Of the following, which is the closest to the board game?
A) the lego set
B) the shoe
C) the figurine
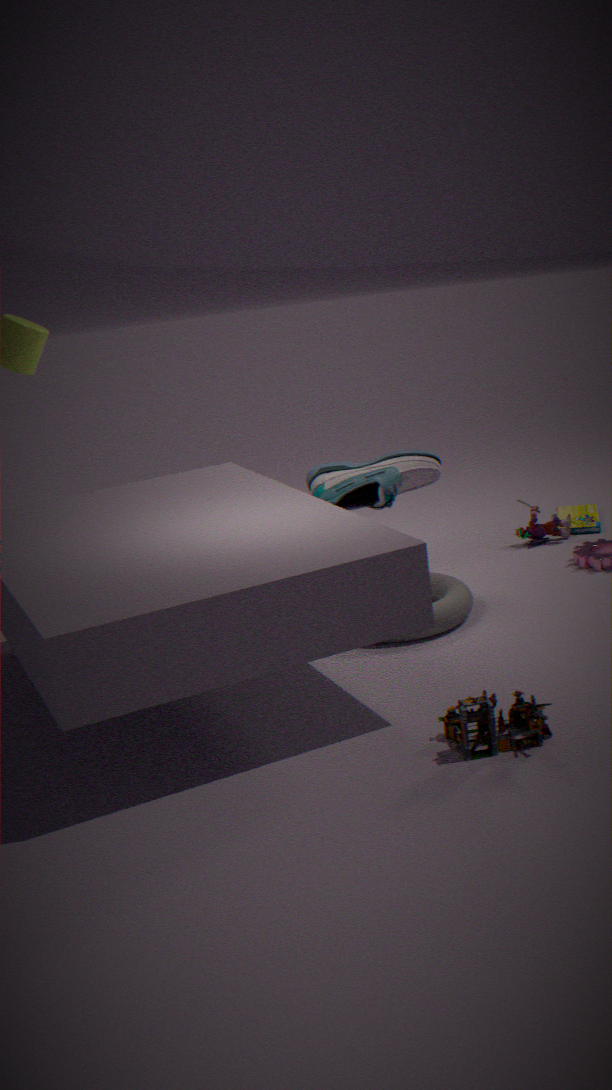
the figurine
